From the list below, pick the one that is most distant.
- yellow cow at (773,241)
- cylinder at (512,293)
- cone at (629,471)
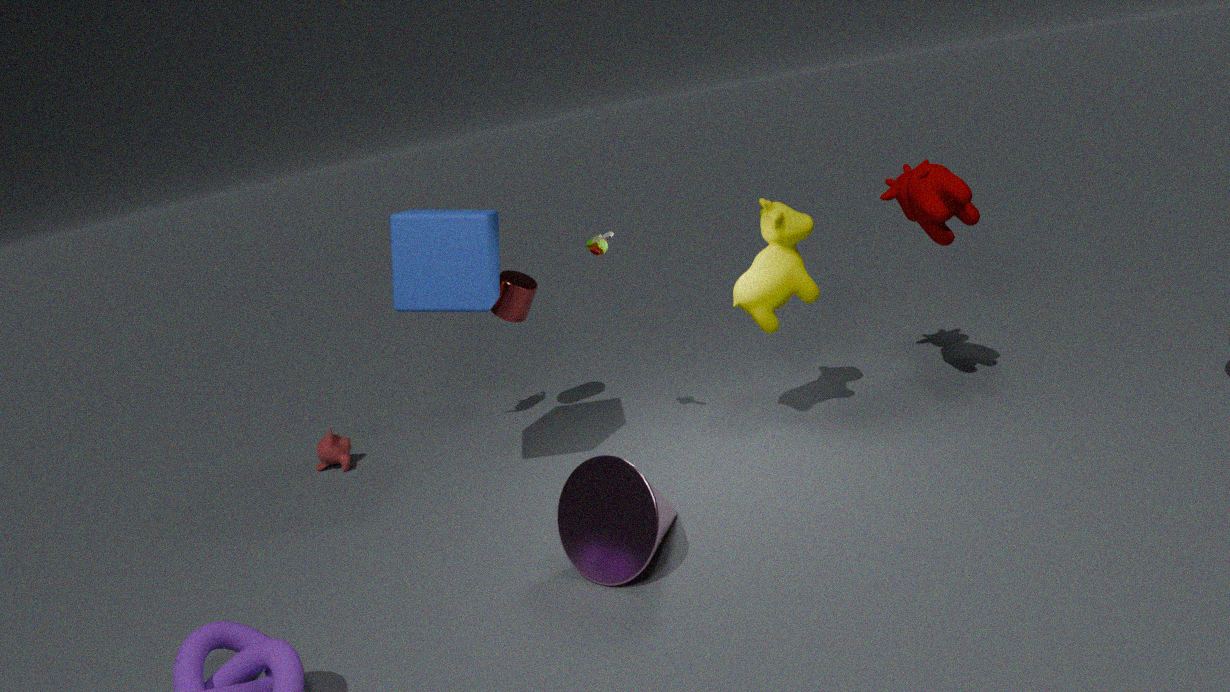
cylinder at (512,293)
